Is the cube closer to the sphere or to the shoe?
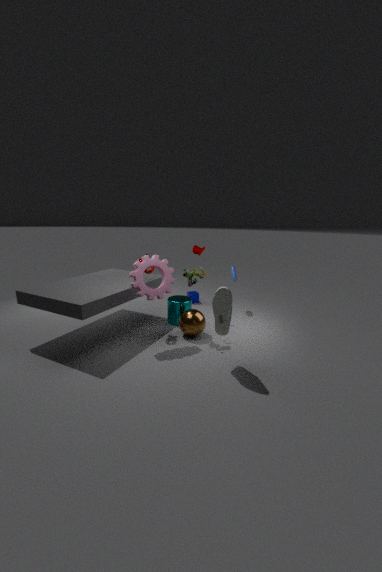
the sphere
